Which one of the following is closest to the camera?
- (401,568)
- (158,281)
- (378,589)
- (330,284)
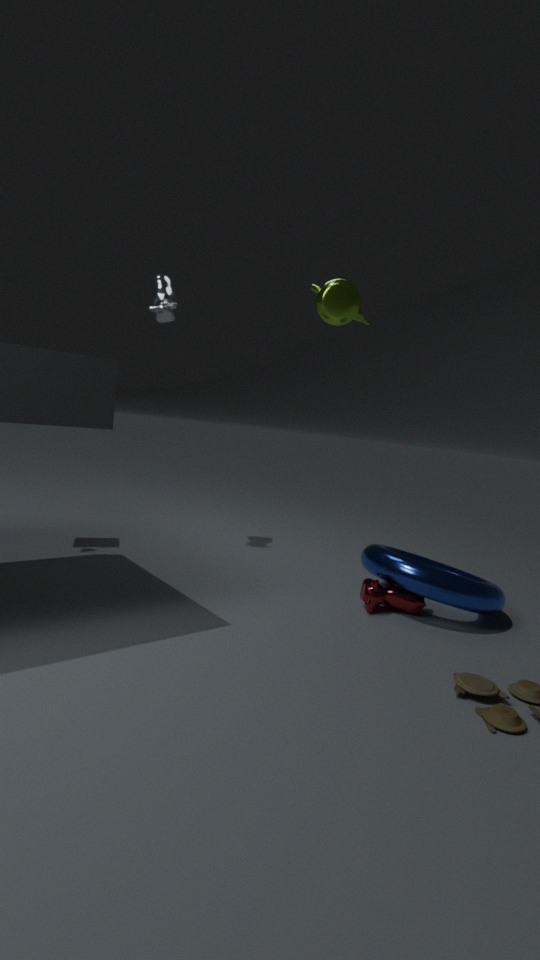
(401,568)
